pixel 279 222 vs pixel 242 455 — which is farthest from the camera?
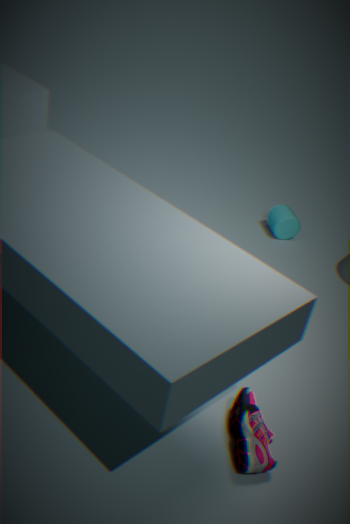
pixel 279 222
